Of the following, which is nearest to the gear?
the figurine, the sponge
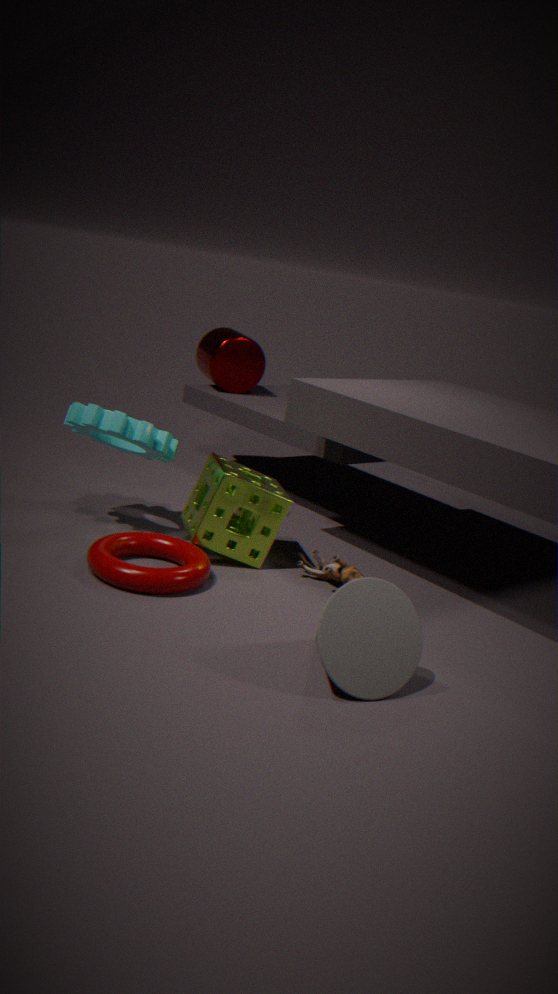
the sponge
